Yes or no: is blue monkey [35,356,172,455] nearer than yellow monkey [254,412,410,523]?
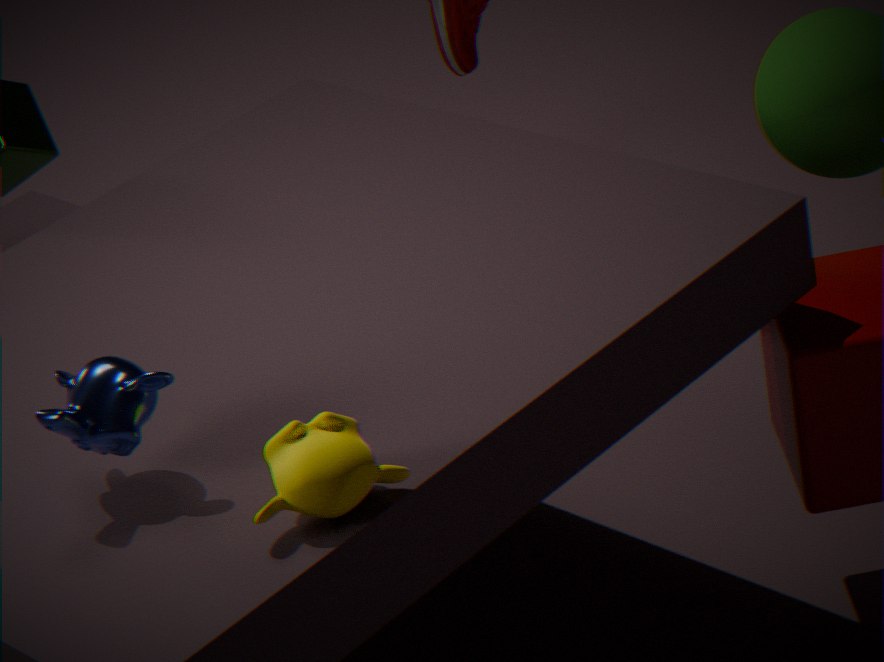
No
